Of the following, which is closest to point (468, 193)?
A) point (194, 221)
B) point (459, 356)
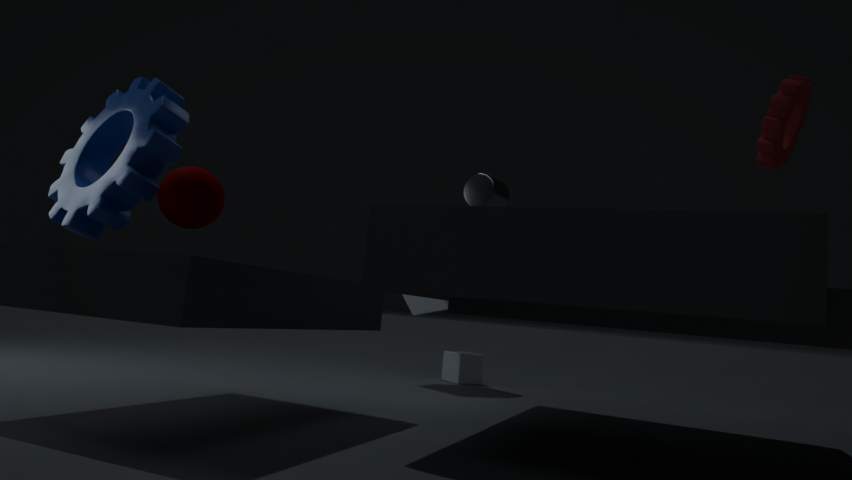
point (459, 356)
